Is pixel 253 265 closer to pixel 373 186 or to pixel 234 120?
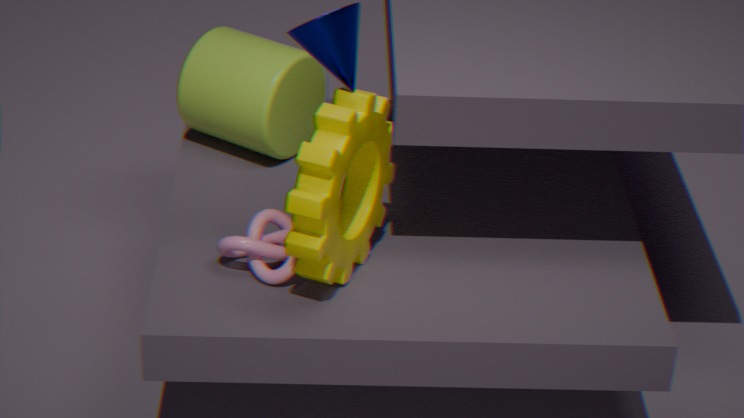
pixel 373 186
